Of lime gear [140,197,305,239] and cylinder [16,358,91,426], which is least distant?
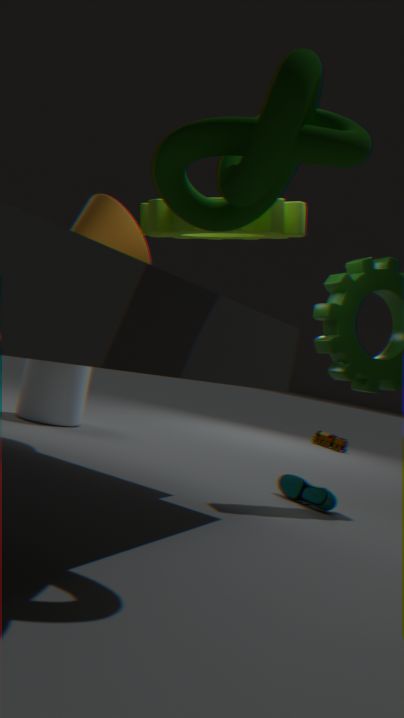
lime gear [140,197,305,239]
